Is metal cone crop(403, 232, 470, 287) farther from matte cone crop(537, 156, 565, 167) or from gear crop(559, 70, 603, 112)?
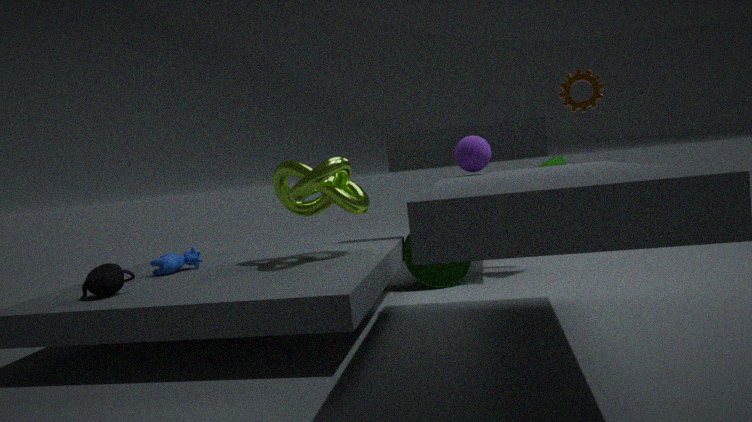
gear crop(559, 70, 603, 112)
